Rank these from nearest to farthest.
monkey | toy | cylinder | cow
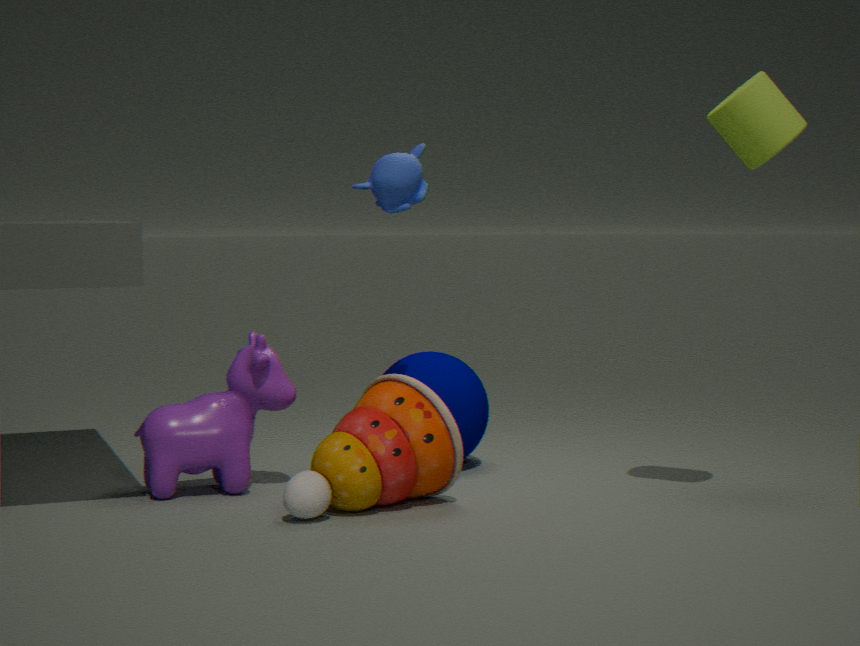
cylinder < toy < monkey < cow
